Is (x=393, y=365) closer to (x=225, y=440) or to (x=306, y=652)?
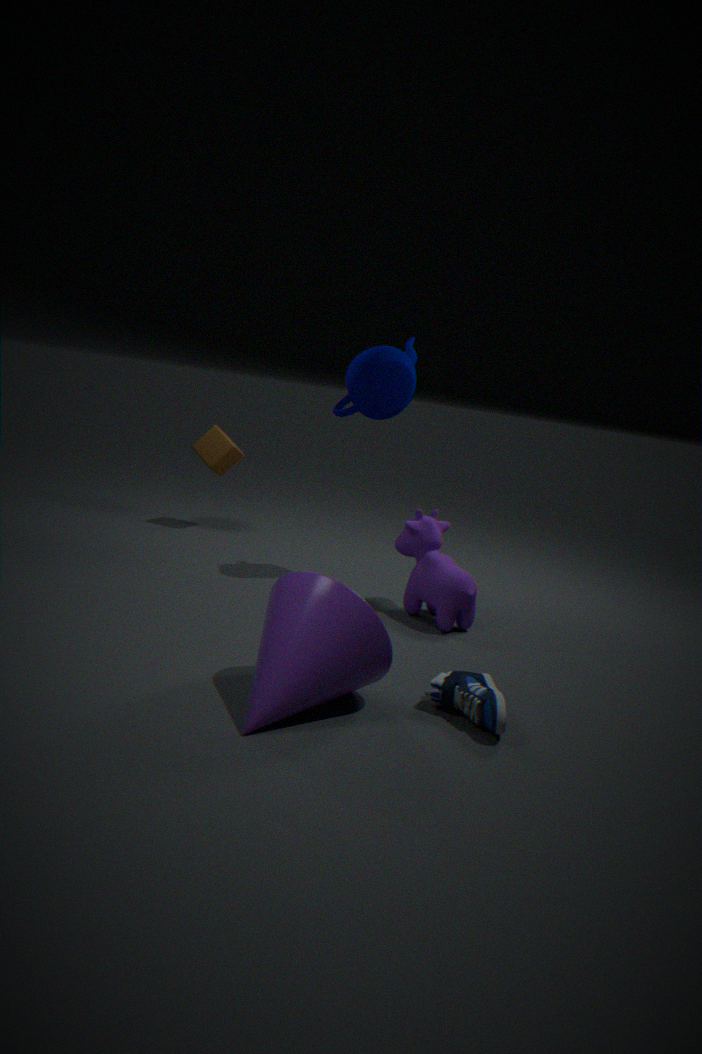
(x=225, y=440)
